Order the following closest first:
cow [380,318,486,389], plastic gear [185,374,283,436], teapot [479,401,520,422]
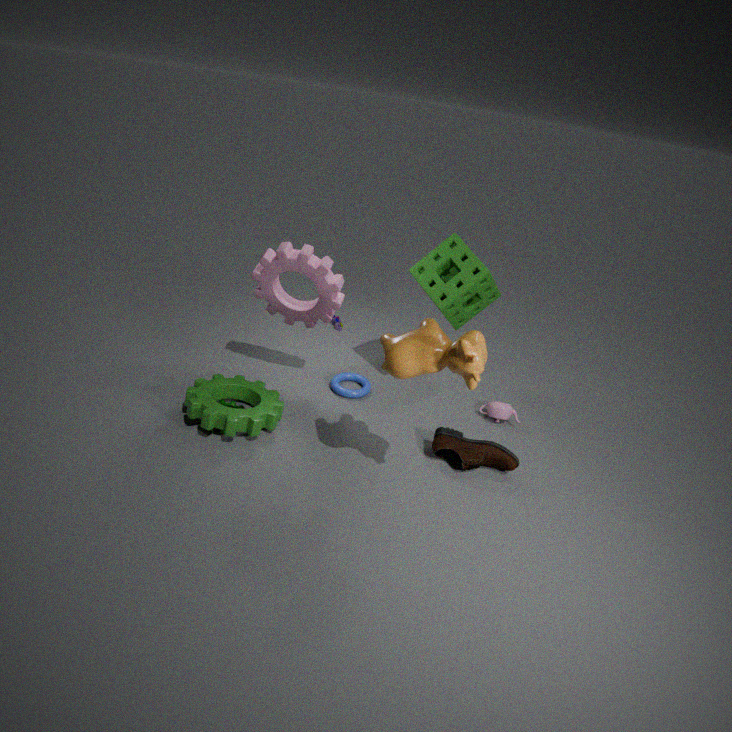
cow [380,318,486,389]
plastic gear [185,374,283,436]
teapot [479,401,520,422]
